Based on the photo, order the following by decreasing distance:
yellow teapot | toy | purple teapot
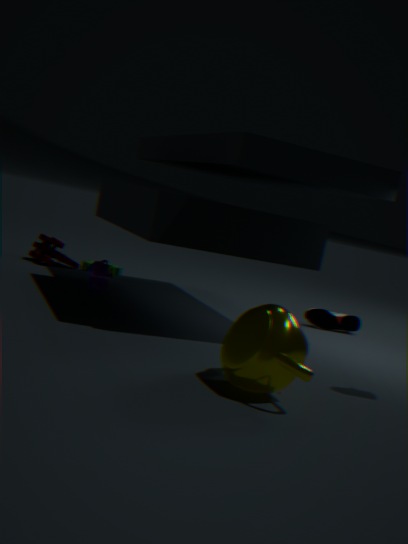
1. toy
2. purple teapot
3. yellow teapot
